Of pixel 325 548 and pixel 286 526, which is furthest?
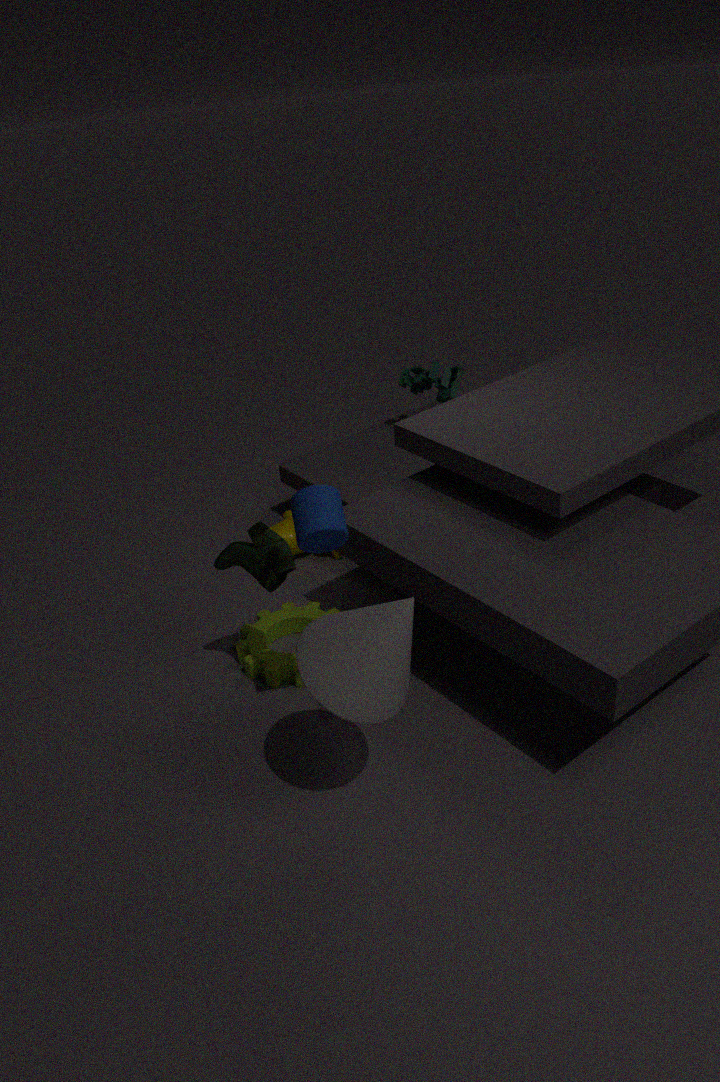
pixel 286 526
